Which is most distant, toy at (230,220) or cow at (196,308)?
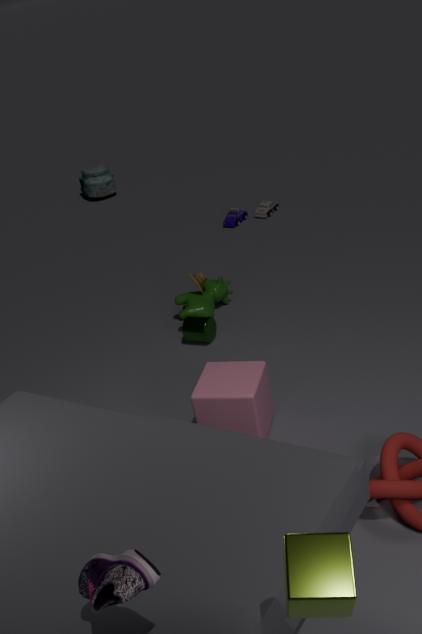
toy at (230,220)
